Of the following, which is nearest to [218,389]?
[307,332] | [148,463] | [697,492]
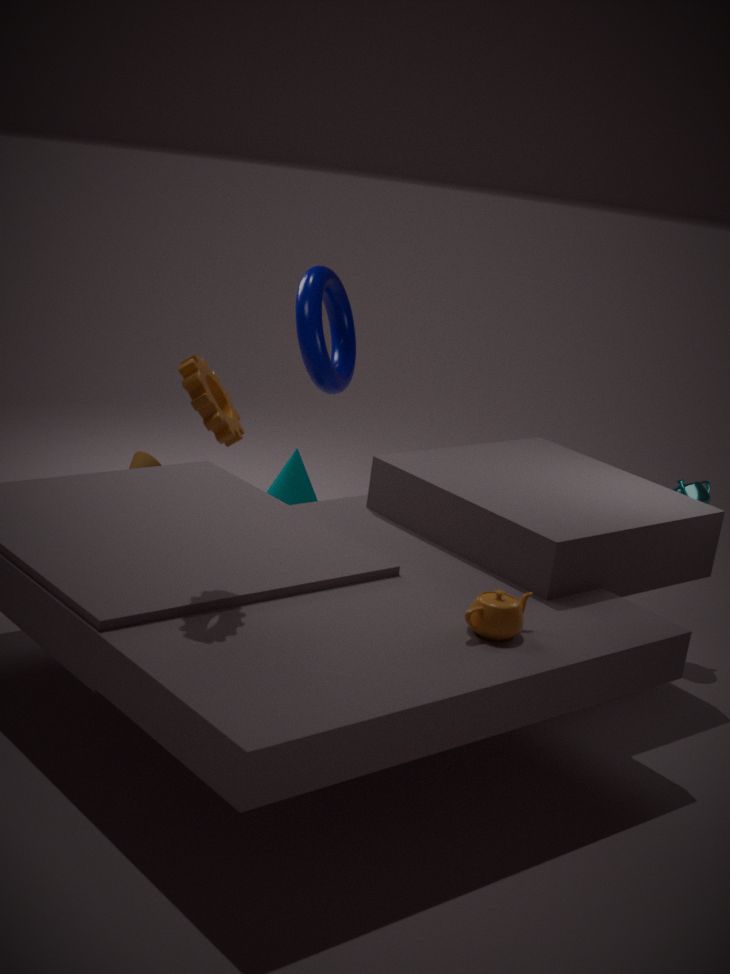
[307,332]
